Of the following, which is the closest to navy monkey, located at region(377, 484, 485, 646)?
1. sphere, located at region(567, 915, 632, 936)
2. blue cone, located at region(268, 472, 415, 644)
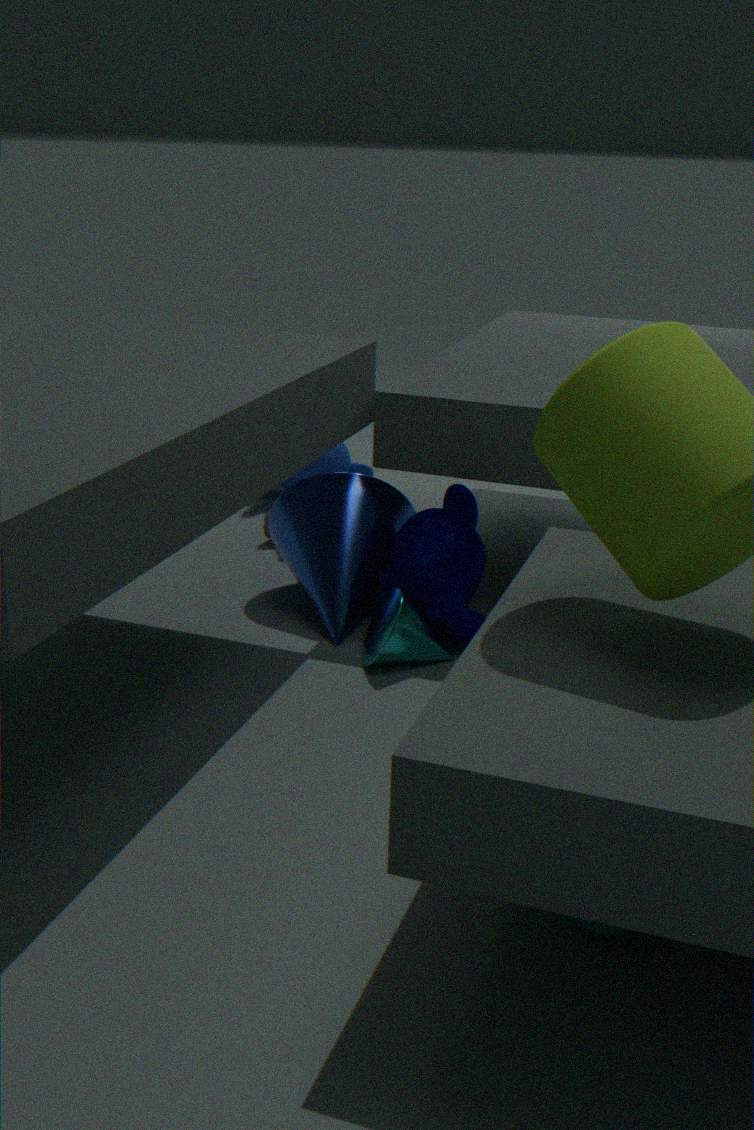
blue cone, located at region(268, 472, 415, 644)
